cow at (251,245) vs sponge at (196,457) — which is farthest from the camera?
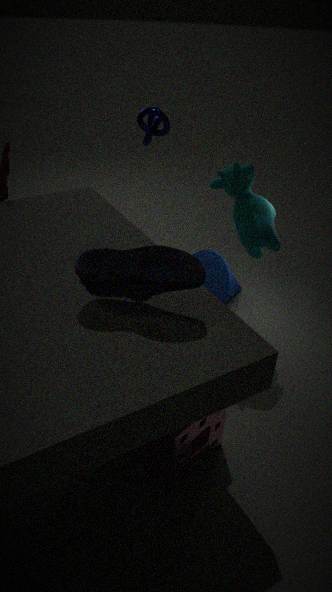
cow at (251,245)
